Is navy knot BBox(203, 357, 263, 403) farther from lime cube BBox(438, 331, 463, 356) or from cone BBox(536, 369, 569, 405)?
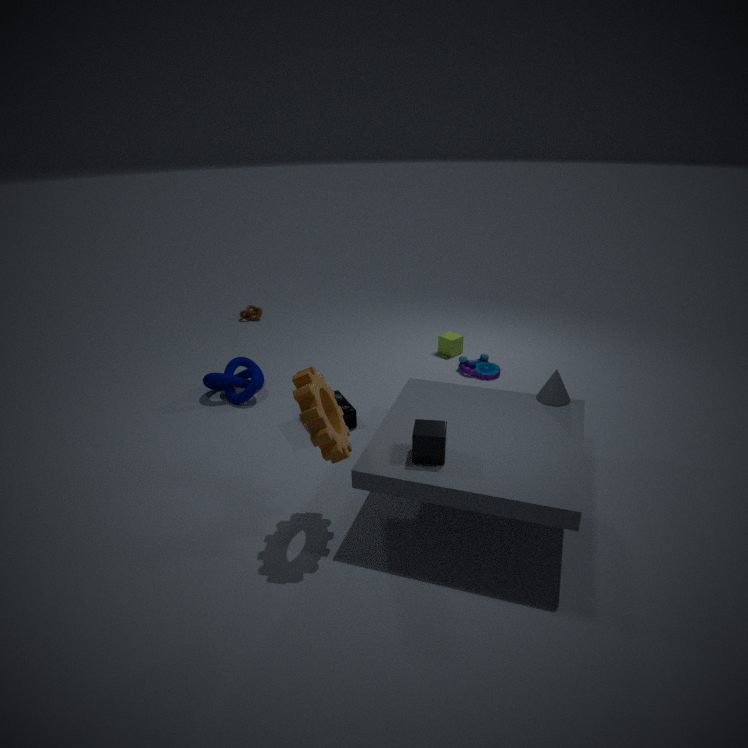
cone BBox(536, 369, 569, 405)
